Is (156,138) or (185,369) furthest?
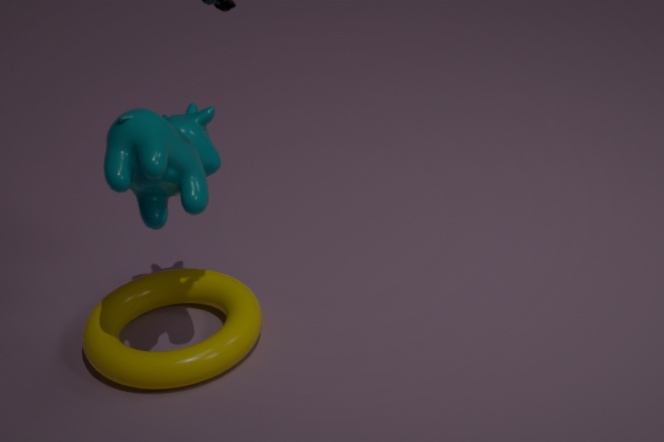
(185,369)
